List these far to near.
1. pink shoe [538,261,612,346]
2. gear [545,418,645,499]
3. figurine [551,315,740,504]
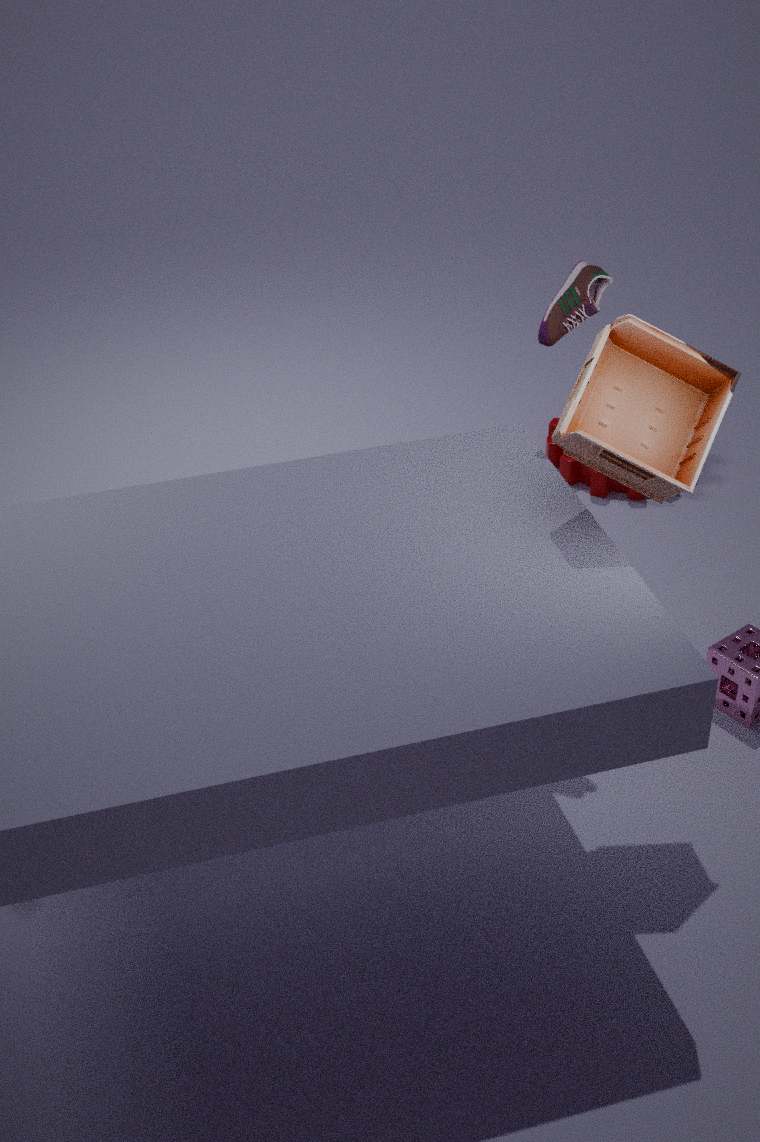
gear [545,418,645,499] < pink shoe [538,261,612,346] < figurine [551,315,740,504]
